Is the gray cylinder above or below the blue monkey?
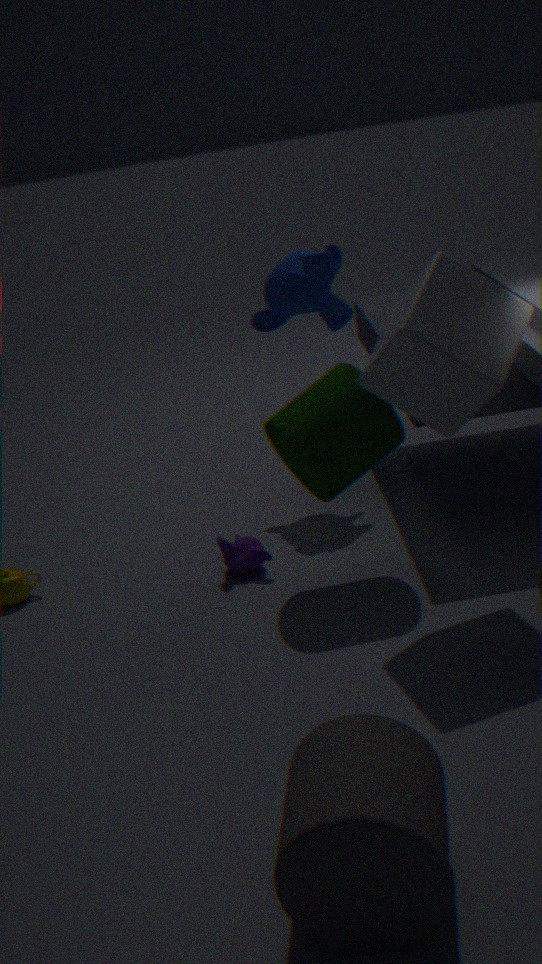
below
